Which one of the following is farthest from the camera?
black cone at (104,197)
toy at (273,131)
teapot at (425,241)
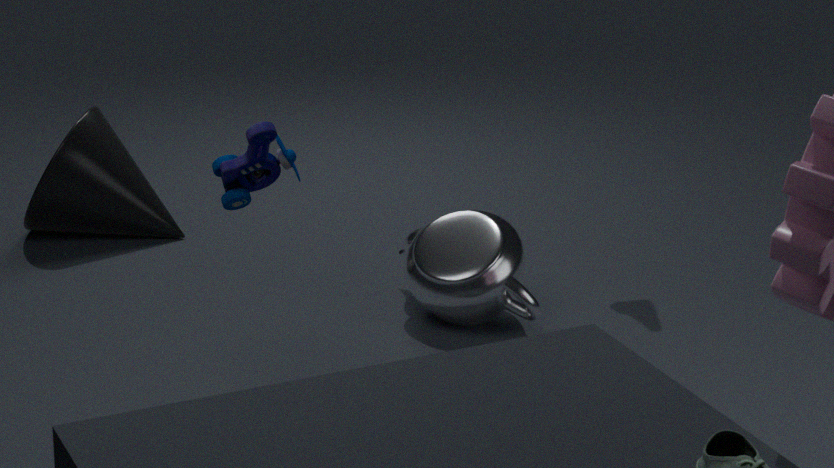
black cone at (104,197)
